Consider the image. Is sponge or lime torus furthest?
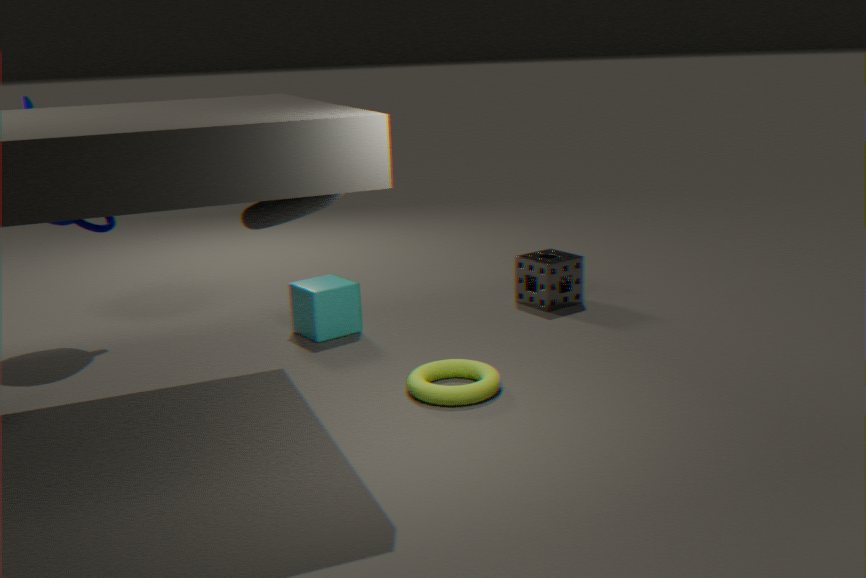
sponge
